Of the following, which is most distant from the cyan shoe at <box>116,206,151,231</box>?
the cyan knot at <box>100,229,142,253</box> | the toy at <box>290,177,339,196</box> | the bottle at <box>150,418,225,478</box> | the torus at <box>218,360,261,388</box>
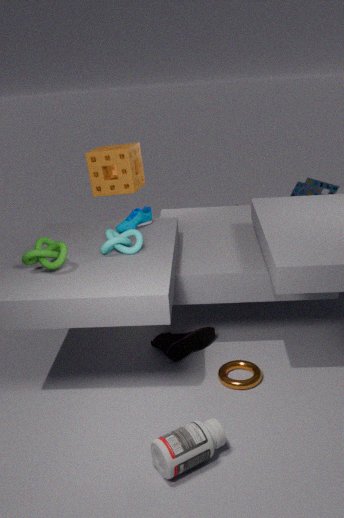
the toy at <box>290,177,339,196</box>
